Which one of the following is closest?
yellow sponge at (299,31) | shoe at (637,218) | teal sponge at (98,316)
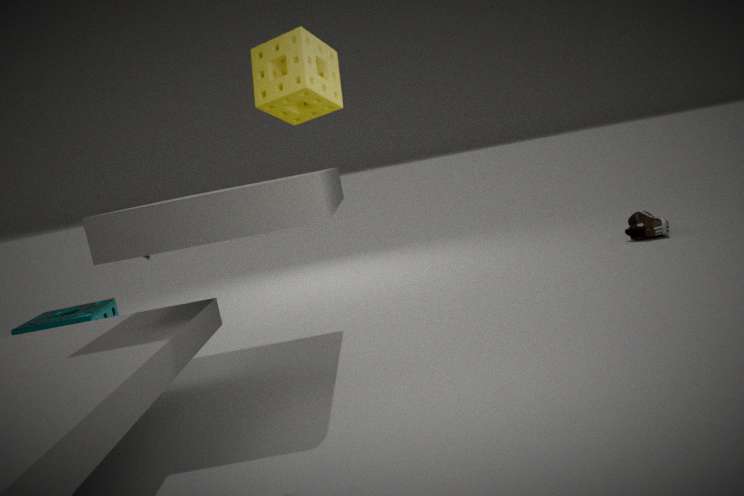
yellow sponge at (299,31)
